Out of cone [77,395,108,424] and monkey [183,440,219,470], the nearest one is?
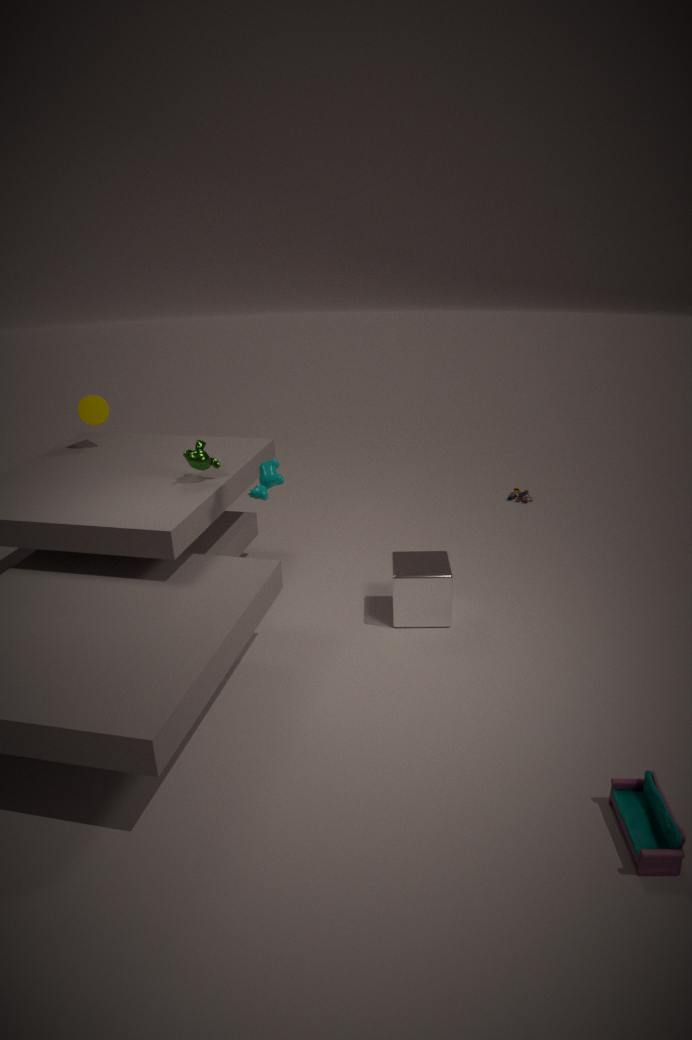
monkey [183,440,219,470]
